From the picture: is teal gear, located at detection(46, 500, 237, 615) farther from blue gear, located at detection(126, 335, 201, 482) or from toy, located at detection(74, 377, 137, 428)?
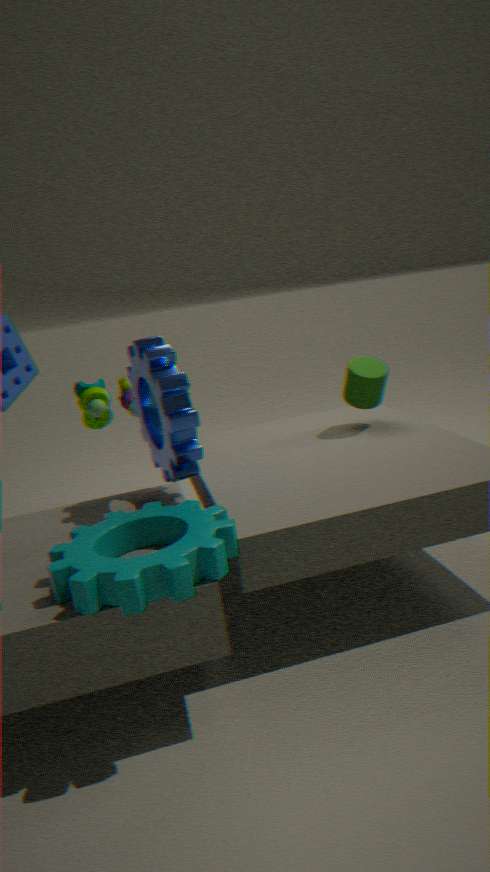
toy, located at detection(74, 377, 137, 428)
